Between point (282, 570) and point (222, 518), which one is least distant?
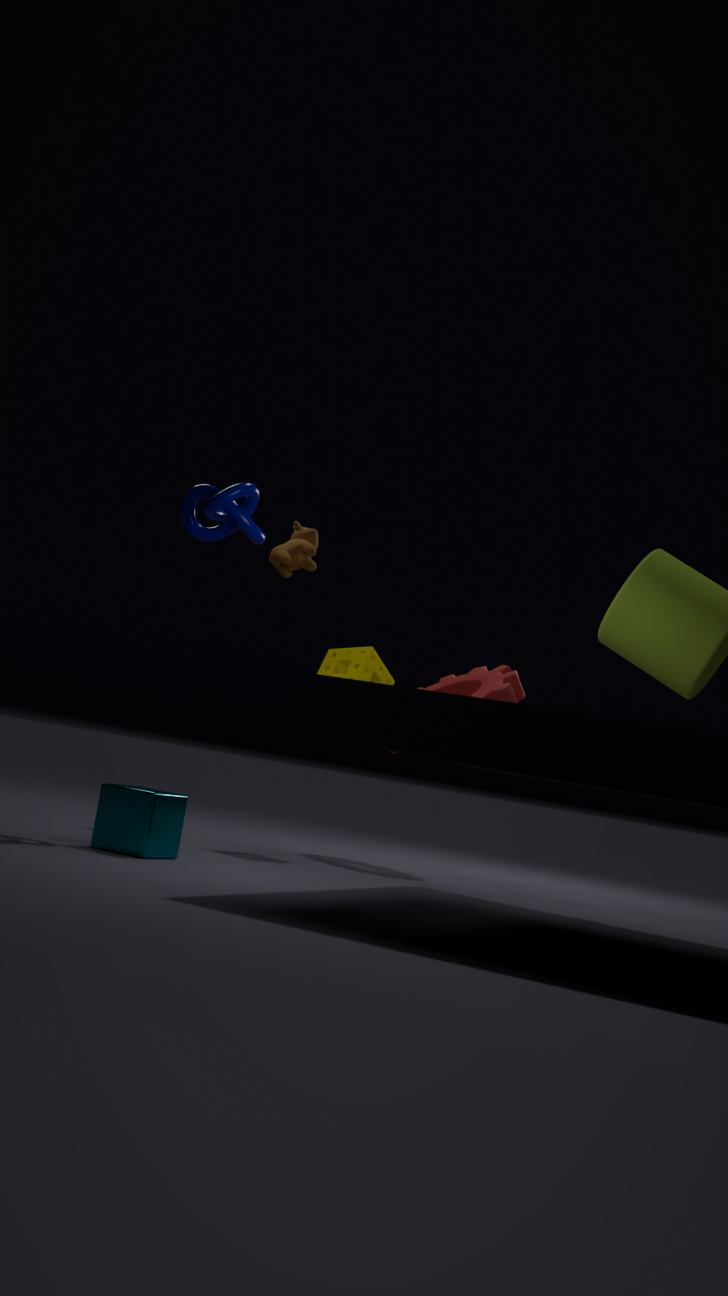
point (222, 518)
